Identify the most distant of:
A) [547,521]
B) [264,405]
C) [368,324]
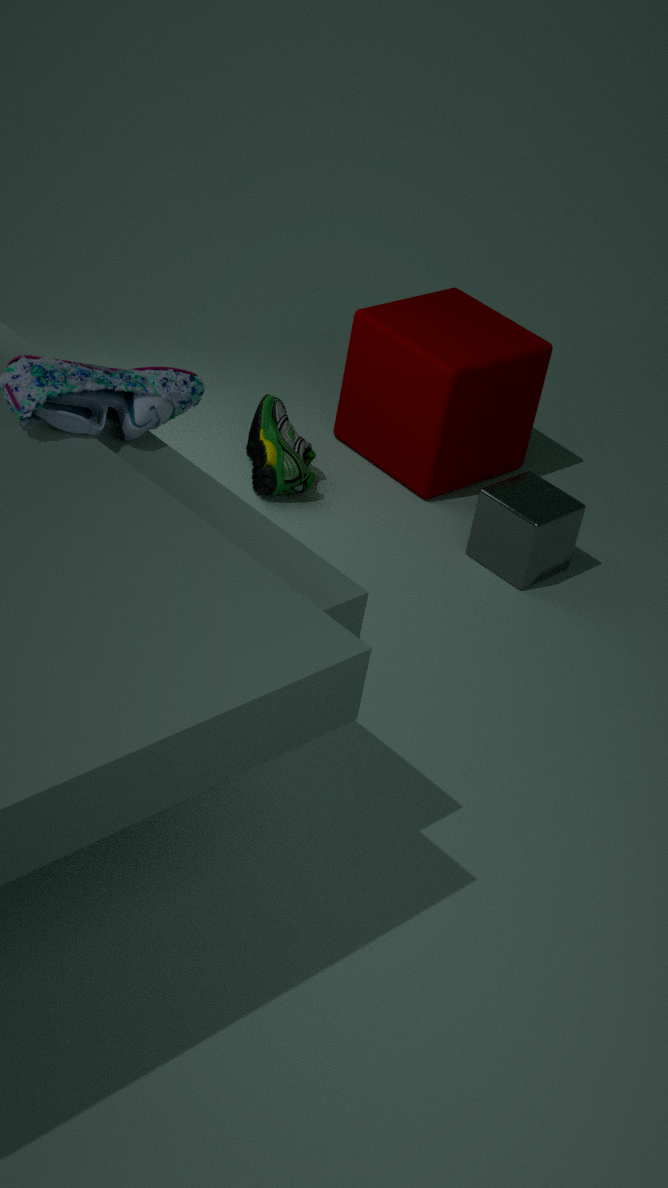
[264,405]
